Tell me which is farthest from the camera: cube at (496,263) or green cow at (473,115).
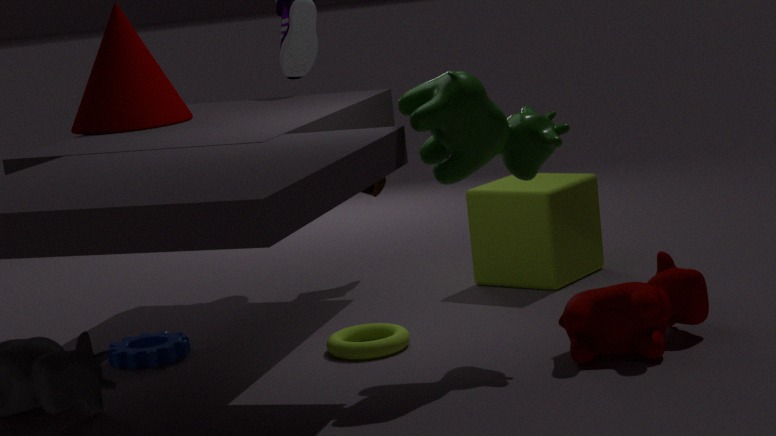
cube at (496,263)
